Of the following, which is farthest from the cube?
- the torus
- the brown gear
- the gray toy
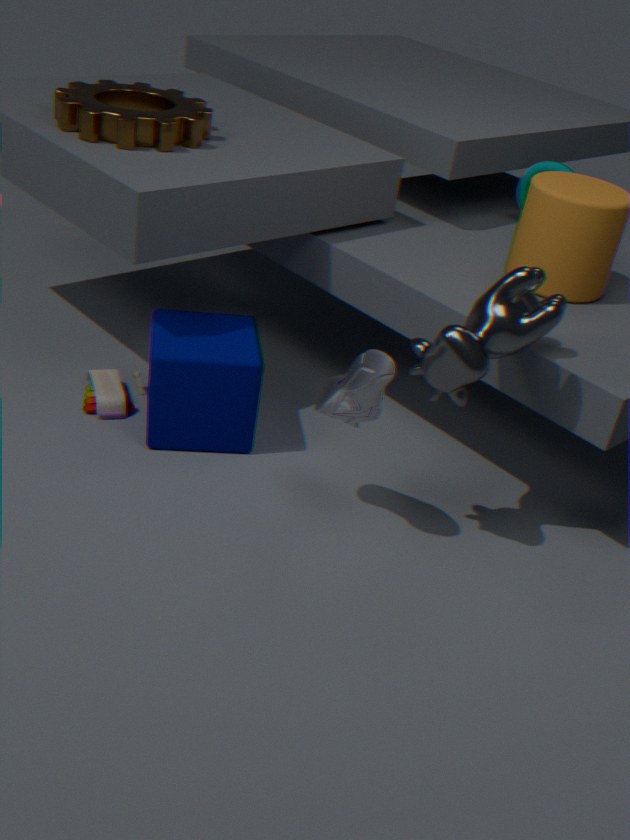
the torus
